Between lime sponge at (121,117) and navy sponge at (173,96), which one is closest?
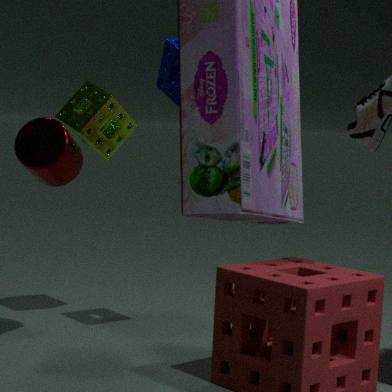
navy sponge at (173,96)
